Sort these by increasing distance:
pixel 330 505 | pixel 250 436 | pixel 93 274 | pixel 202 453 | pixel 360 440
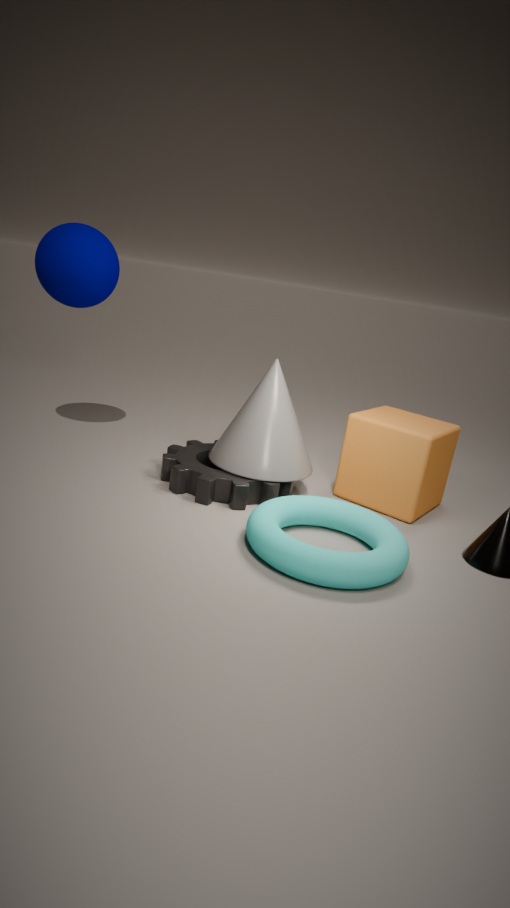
pixel 330 505 → pixel 250 436 → pixel 360 440 → pixel 202 453 → pixel 93 274
